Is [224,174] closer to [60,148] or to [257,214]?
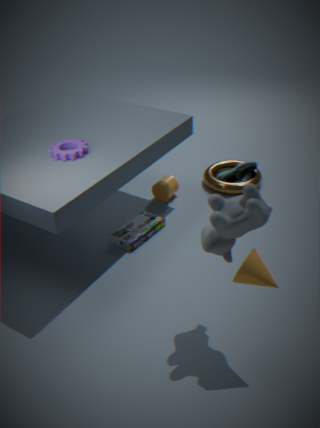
[60,148]
